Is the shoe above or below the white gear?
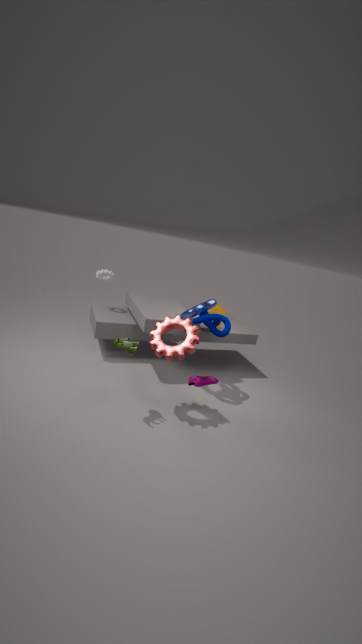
below
